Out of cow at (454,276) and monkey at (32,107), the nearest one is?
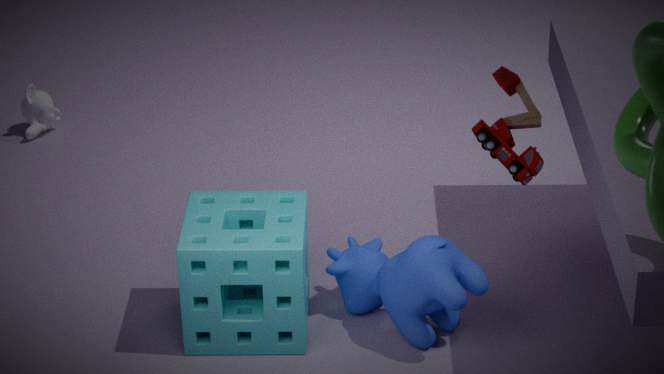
cow at (454,276)
